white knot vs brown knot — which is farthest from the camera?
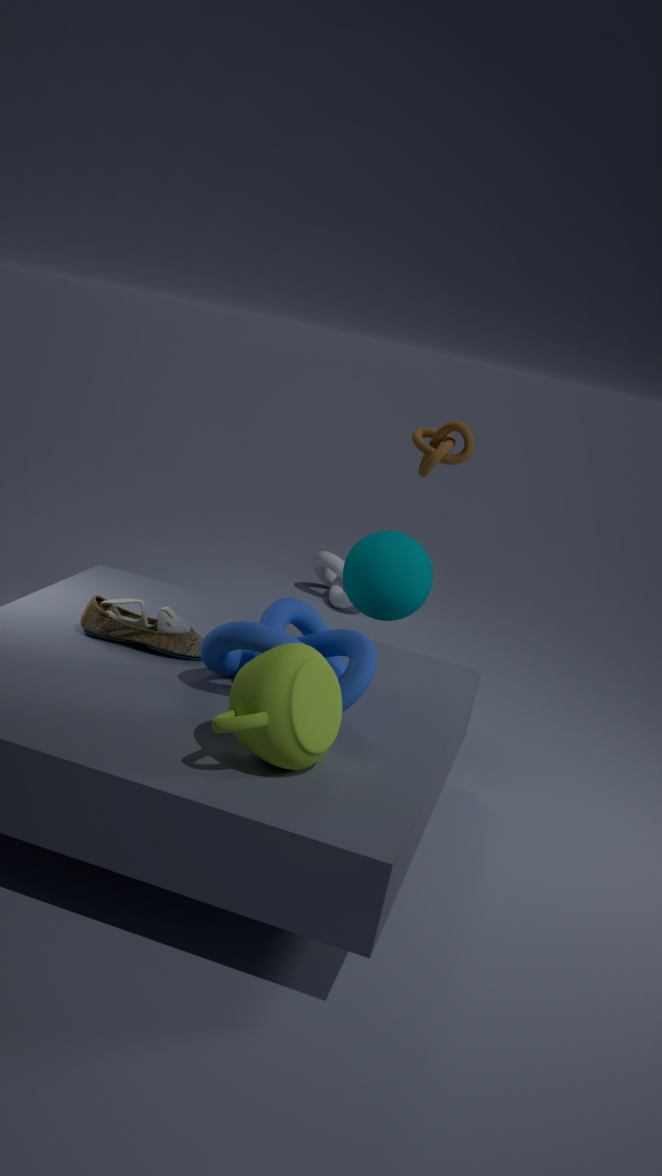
white knot
